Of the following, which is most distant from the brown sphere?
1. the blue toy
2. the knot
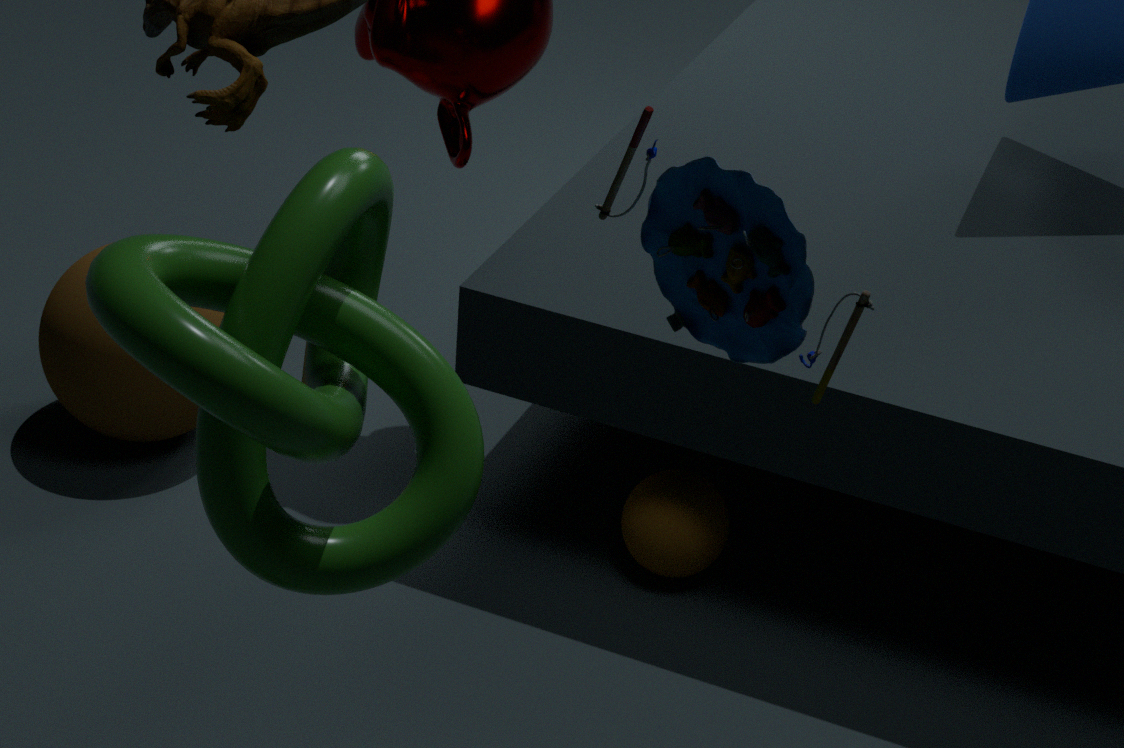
the blue toy
